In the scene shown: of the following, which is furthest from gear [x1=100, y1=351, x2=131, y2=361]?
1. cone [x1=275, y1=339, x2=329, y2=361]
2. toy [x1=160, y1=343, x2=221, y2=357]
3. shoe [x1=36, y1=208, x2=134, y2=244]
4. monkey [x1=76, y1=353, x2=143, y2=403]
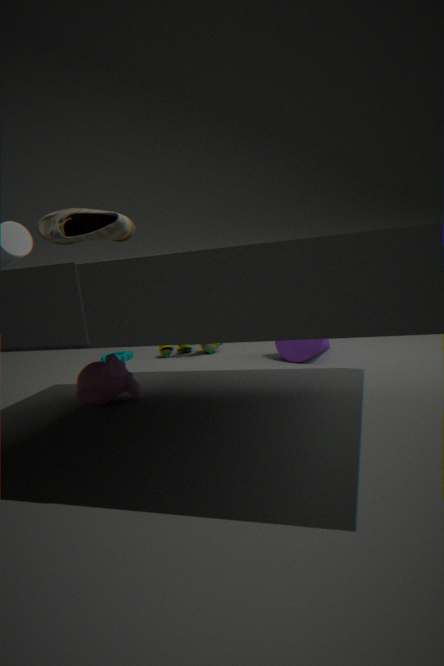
shoe [x1=36, y1=208, x2=134, y2=244]
